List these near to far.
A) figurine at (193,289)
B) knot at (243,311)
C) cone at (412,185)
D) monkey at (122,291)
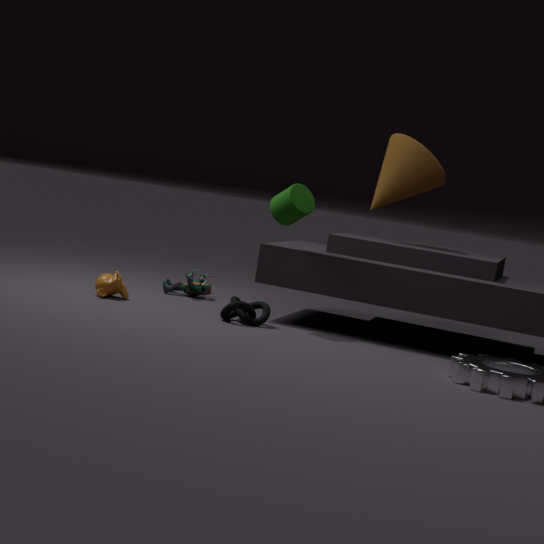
knot at (243,311) → monkey at (122,291) → cone at (412,185) → figurine at (193,289)
